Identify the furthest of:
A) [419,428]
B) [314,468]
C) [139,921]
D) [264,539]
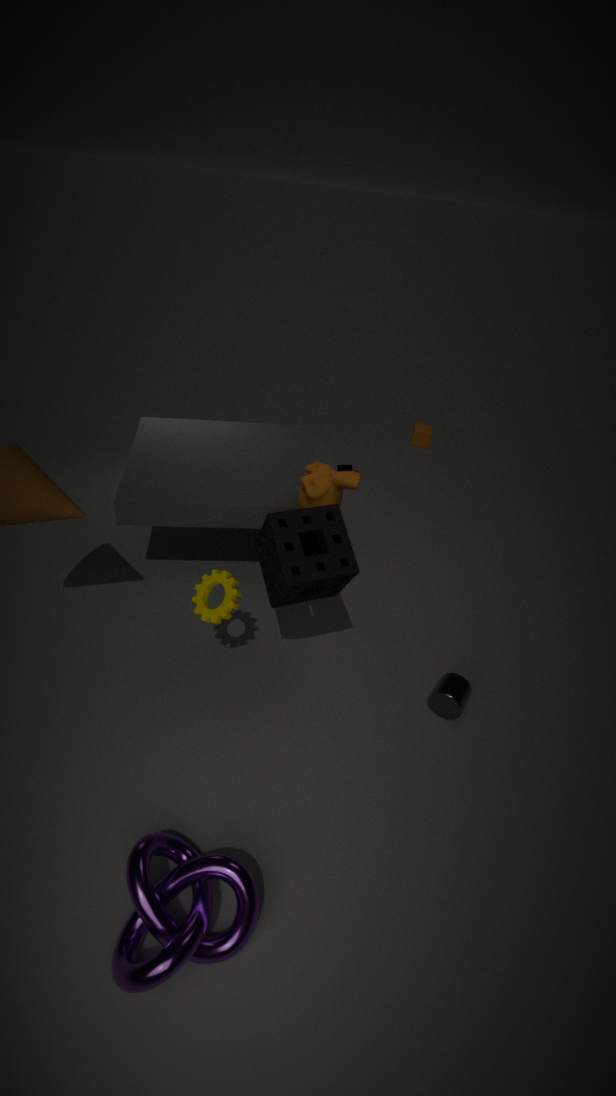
[419,428]
